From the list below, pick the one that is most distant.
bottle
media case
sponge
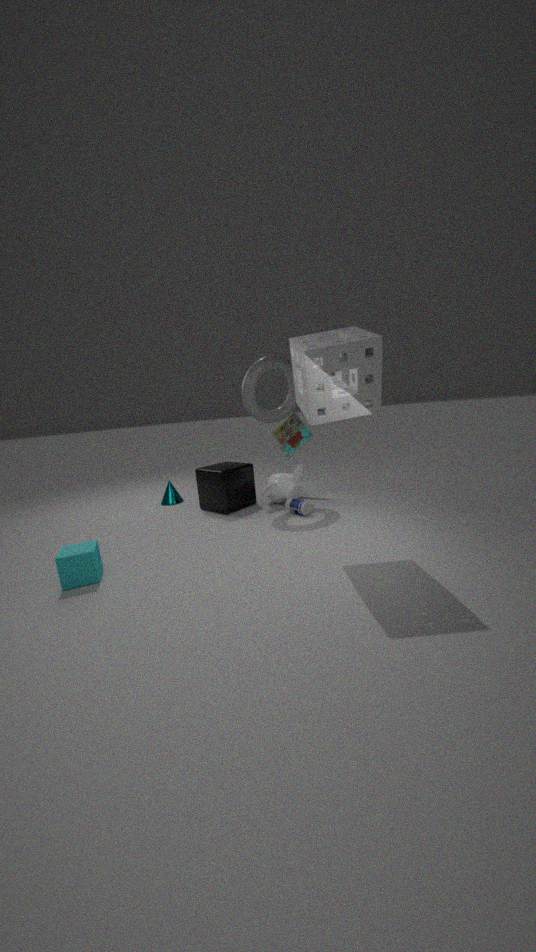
media case
